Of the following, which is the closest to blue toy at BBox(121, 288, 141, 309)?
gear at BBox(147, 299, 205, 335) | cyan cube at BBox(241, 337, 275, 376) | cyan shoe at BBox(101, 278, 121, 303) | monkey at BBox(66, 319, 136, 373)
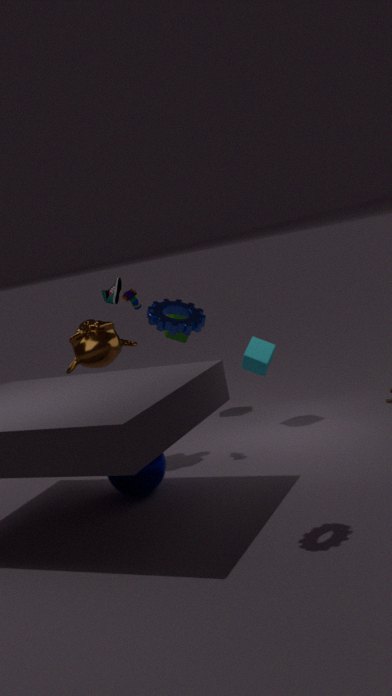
monkey at BBox(66, 319, 136, 373)
